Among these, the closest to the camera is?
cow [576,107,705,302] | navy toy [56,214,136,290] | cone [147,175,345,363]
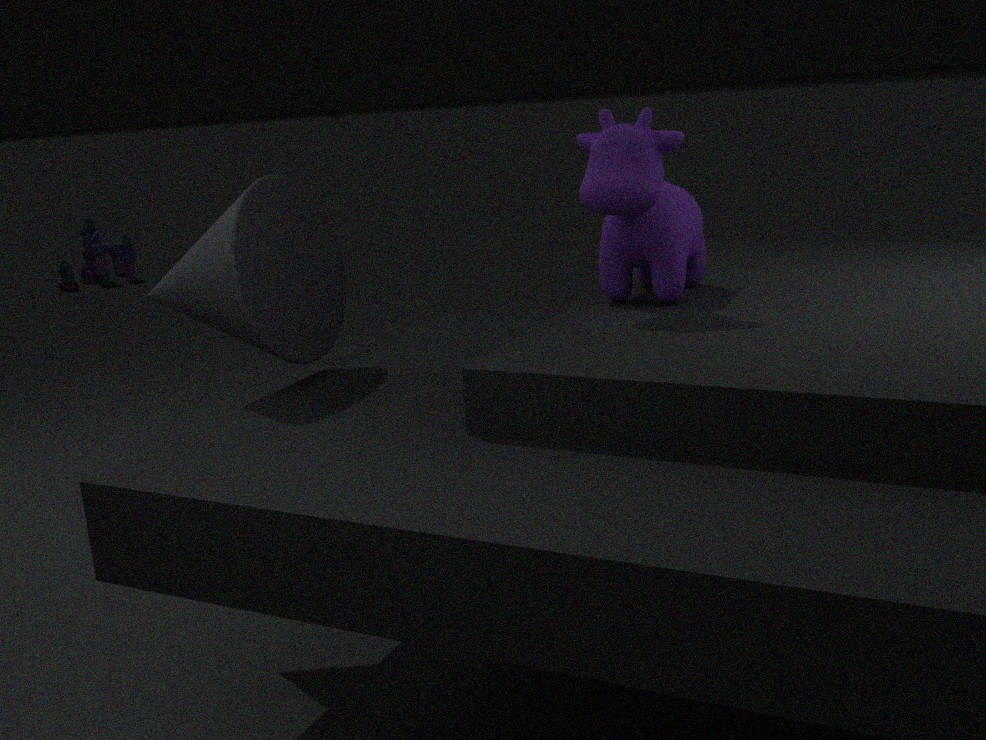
cow [576,107,705,302]
